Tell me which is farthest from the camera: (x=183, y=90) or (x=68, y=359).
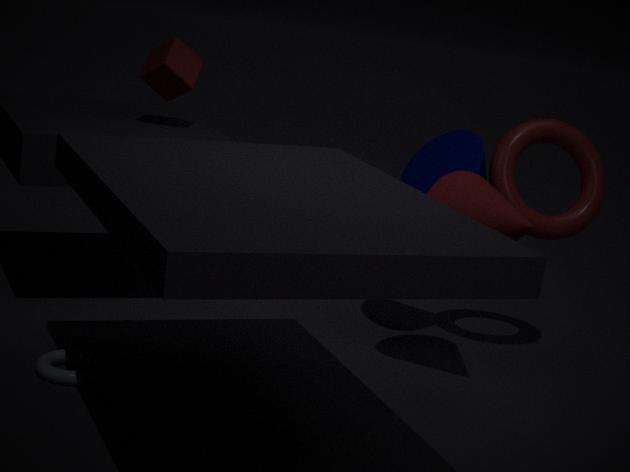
(x=183, y=90)
